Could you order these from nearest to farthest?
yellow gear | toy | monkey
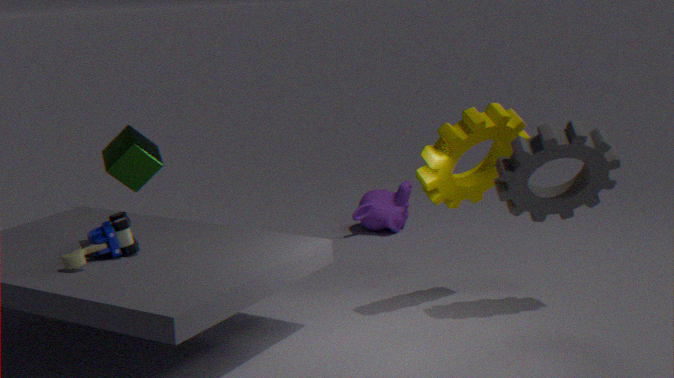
toy < yellow gear < monkey
